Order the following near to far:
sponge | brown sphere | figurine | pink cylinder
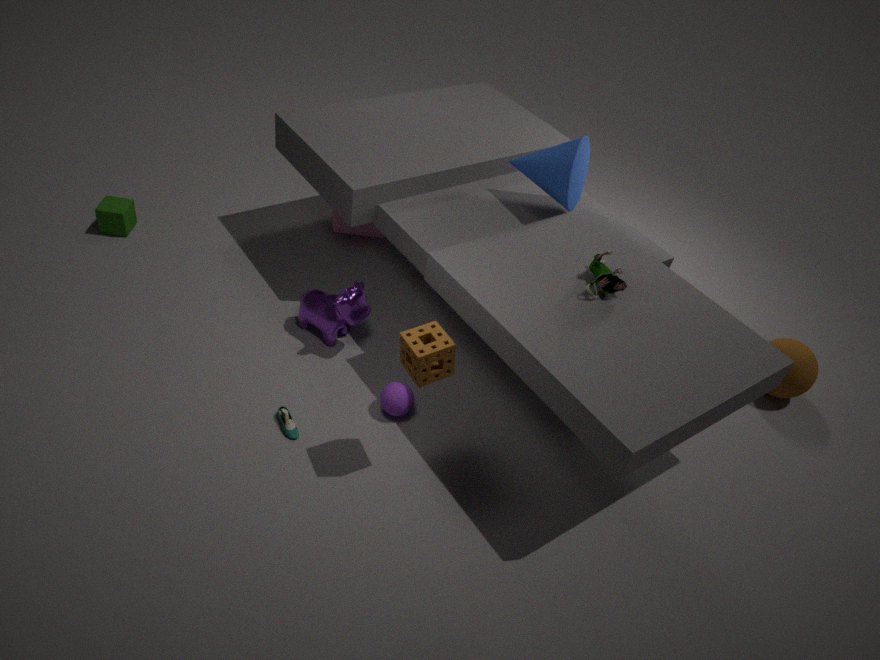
1. sponge
2. figurine
3. brown sphere
4. pink cylinder
